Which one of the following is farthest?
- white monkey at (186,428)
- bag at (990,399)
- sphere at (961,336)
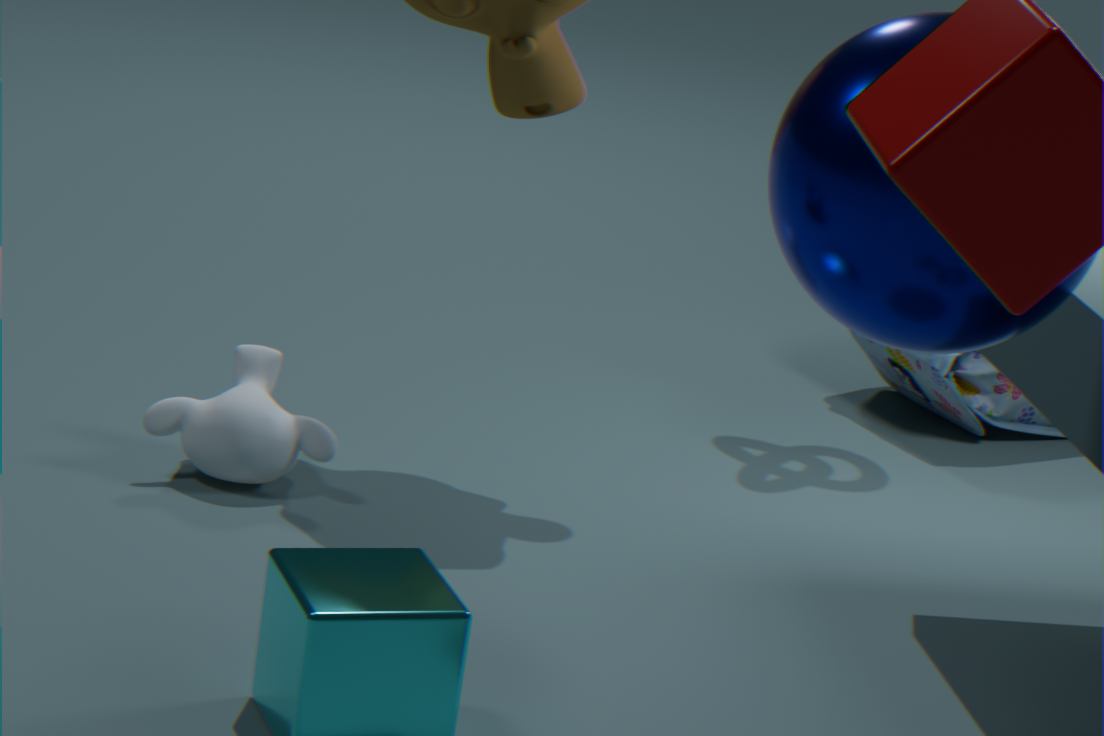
bag at (990,399)
